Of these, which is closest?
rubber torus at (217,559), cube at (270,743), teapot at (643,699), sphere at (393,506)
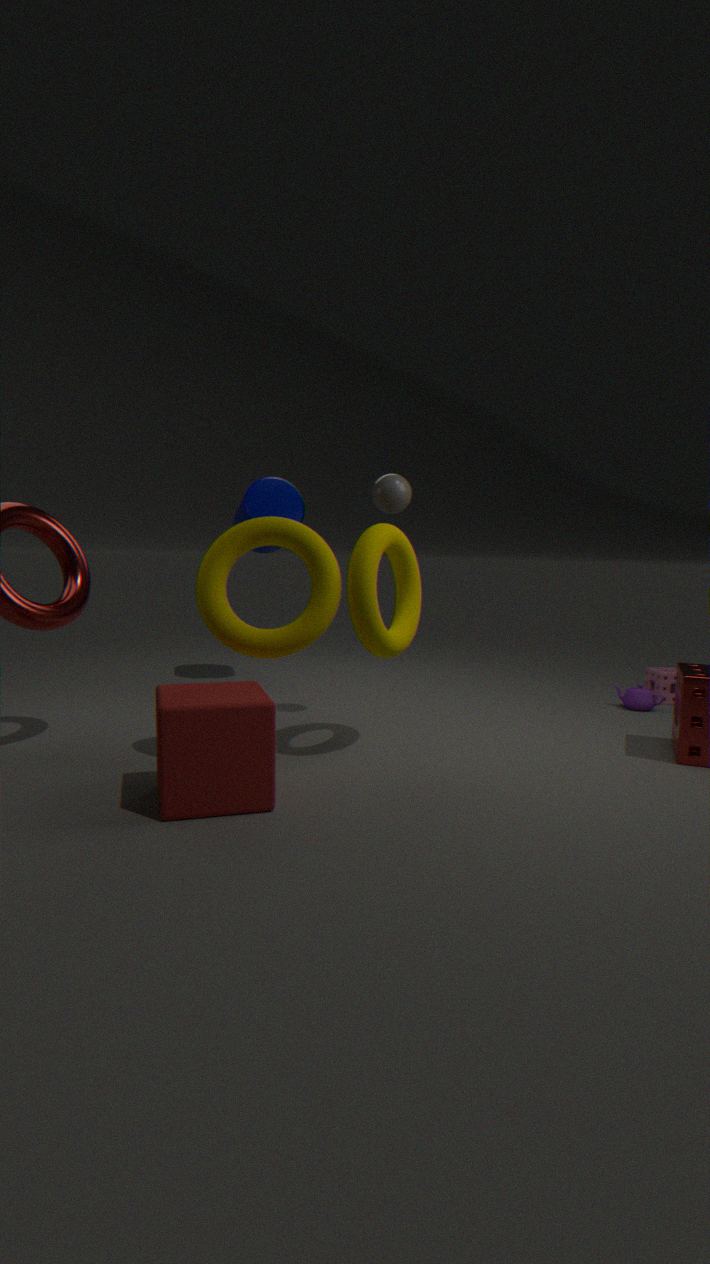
cube at (270,743)
